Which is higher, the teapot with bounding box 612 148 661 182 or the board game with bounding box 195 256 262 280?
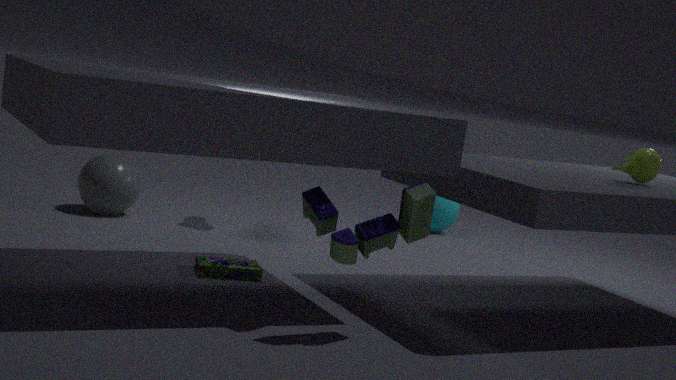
the teapot with bounding box 612 148 661 182
